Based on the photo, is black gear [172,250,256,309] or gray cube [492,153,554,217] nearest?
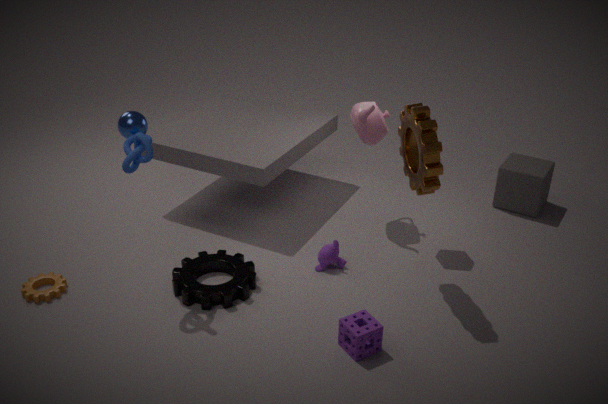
black gear [172,250,256,309]
